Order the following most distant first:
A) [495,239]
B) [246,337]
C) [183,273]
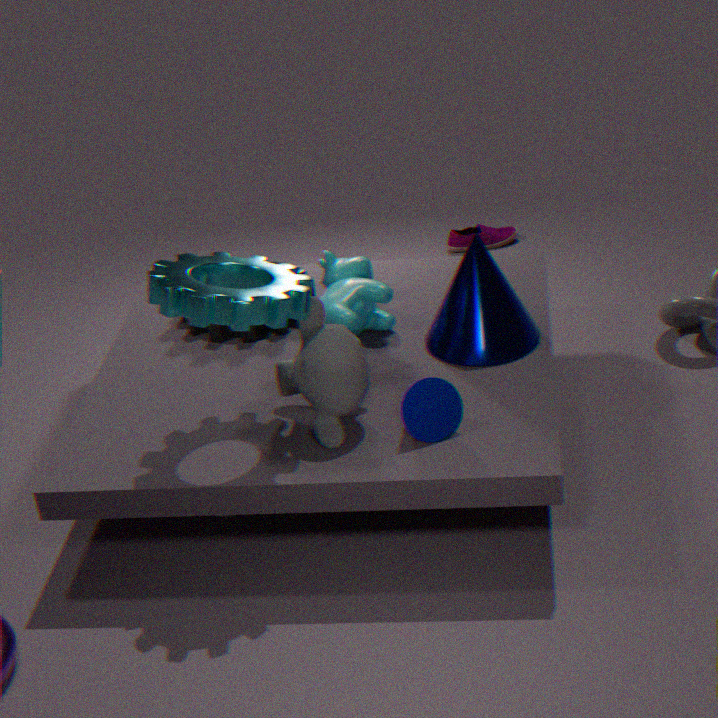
1. [495,239]
2. [246,337]
3. [183,273]
